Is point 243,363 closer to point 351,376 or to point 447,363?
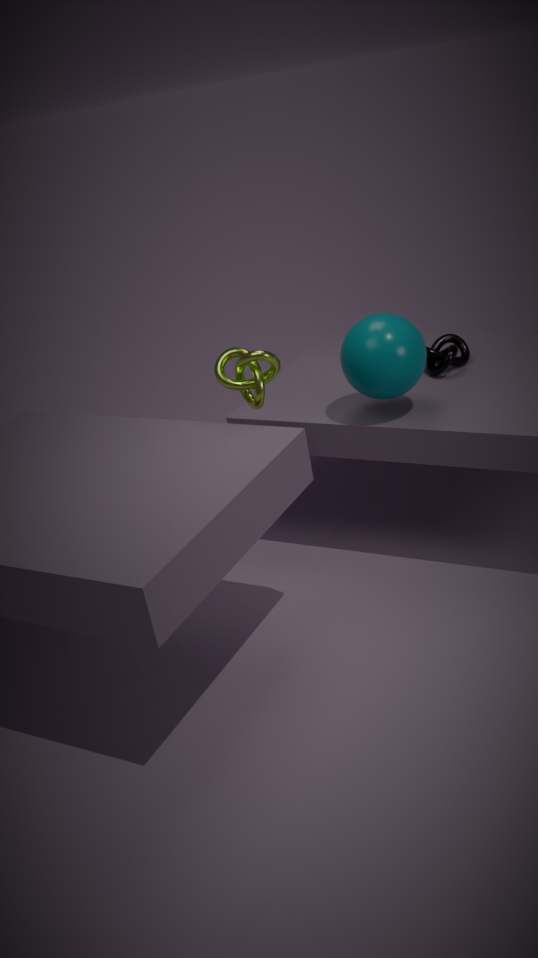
point 351,376
